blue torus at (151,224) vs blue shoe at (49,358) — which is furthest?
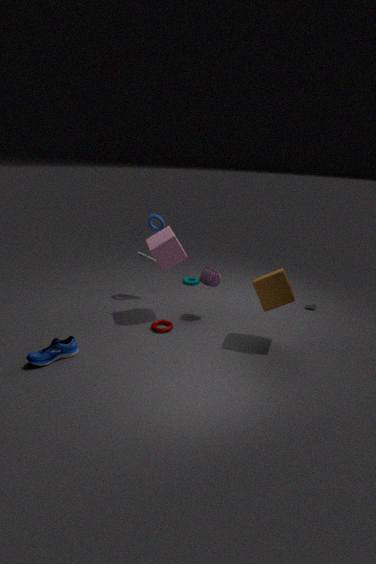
blue torus at (151,224)
